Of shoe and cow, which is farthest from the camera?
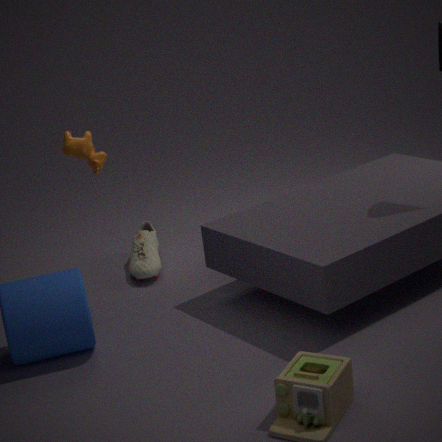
shoe
